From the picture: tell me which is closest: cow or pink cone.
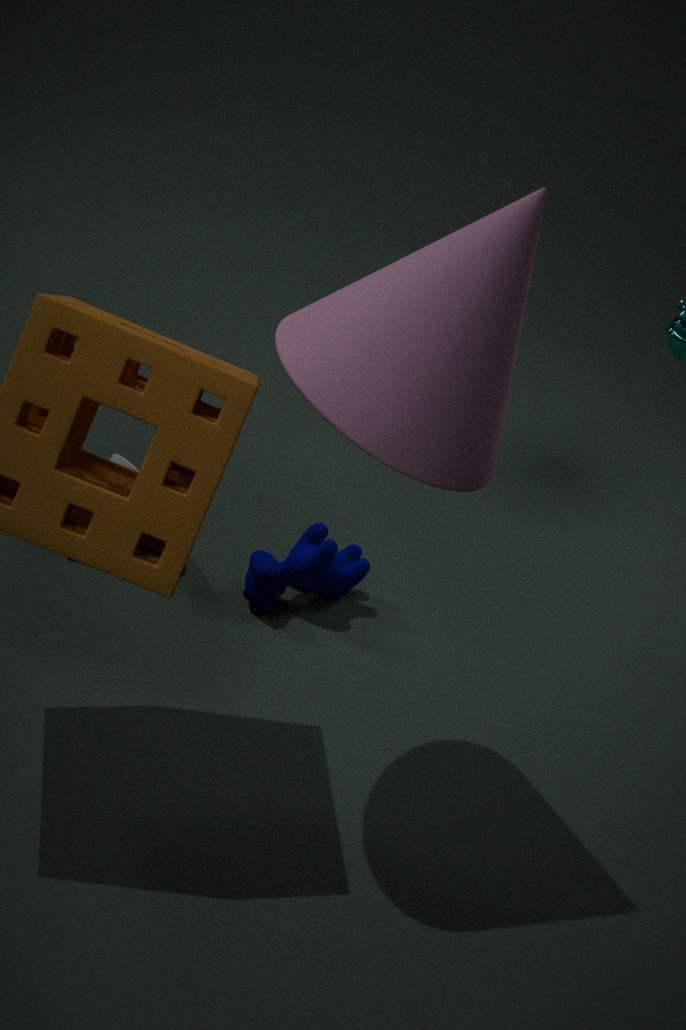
pink cone
